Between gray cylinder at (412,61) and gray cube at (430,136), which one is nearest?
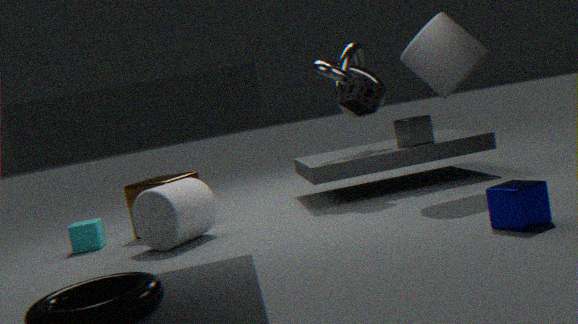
gray cylinder at (412,61)
